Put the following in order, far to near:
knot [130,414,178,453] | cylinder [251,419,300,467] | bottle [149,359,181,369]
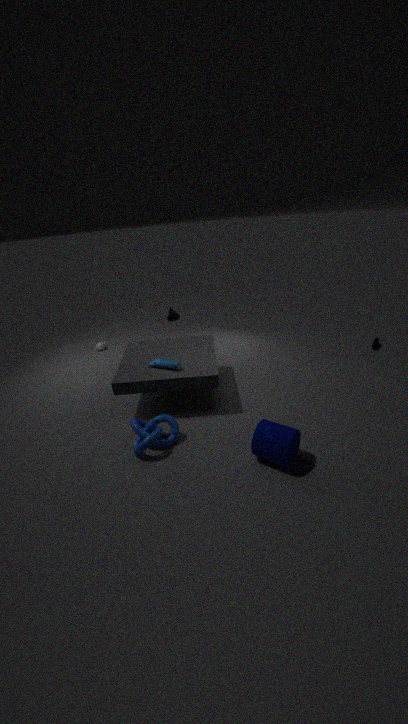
bottle [149,359,181,369]
knot [130,414,178,453]
cylinder [251,419,300,467]
